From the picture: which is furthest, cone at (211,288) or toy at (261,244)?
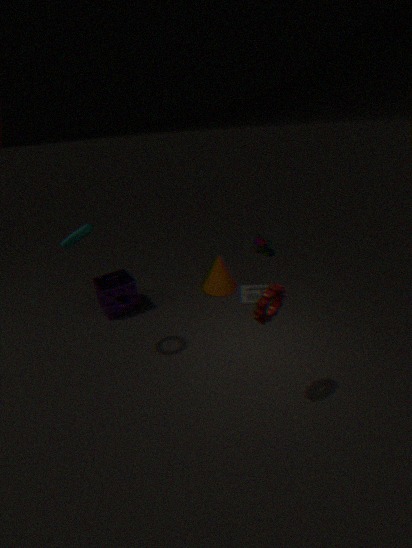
toy at (261,244)
